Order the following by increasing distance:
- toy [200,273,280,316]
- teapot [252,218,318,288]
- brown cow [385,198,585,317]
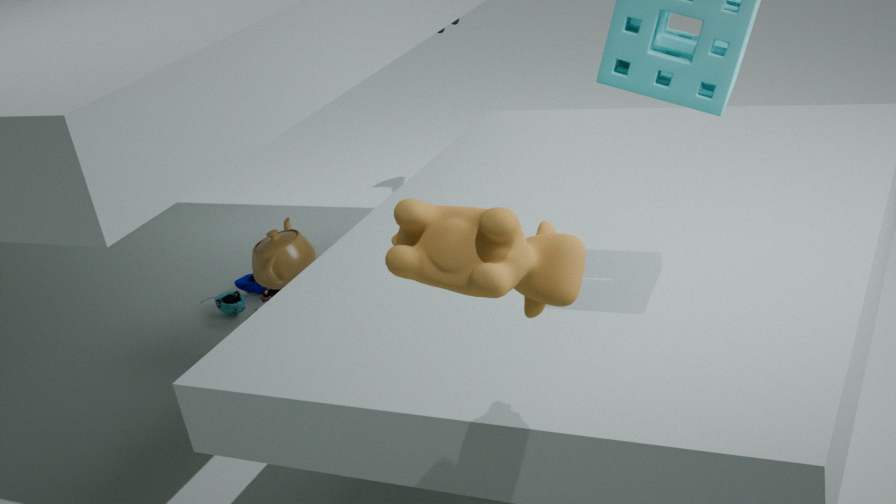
brown cow [385,198,585,317]
teapot [252,218,318,288]
toy [200,273,280,316]
